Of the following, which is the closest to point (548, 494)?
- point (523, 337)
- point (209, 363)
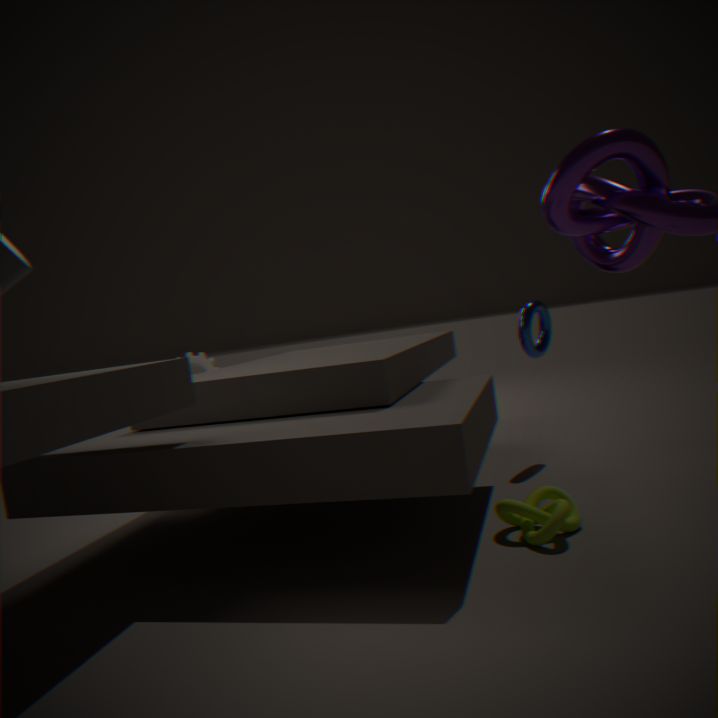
point (523, 337)
